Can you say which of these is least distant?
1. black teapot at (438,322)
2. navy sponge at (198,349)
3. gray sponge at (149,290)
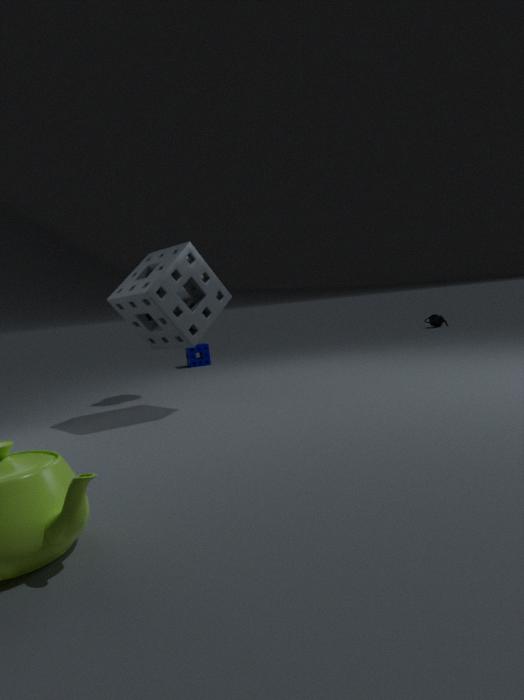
gray sponge at (149,290)
